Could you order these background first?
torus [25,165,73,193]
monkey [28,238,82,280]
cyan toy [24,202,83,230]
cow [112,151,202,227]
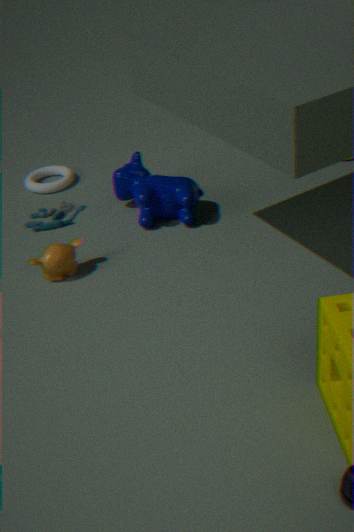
torus [25,165,73,193] < cyan toy [24,202,83,230] < cow [112,151,202,227] < monkey [28,238,82,280]
